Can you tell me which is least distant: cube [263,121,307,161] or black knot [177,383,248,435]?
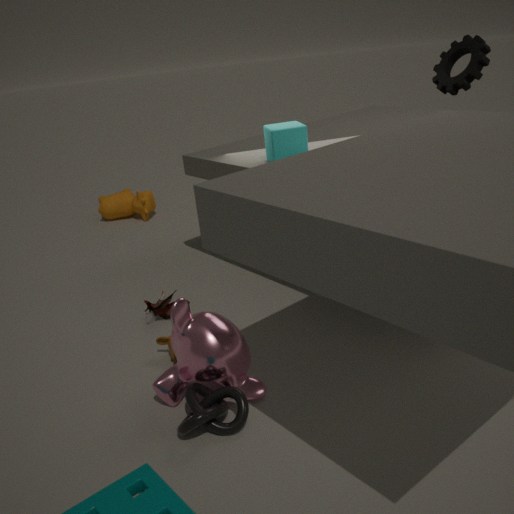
black knot [177,383,248,435]
